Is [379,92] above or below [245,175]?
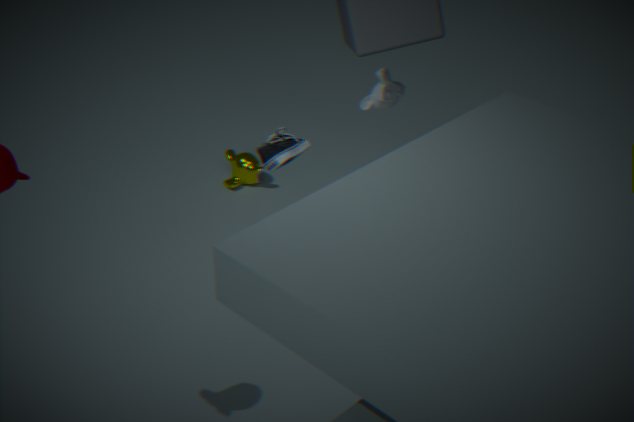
above
